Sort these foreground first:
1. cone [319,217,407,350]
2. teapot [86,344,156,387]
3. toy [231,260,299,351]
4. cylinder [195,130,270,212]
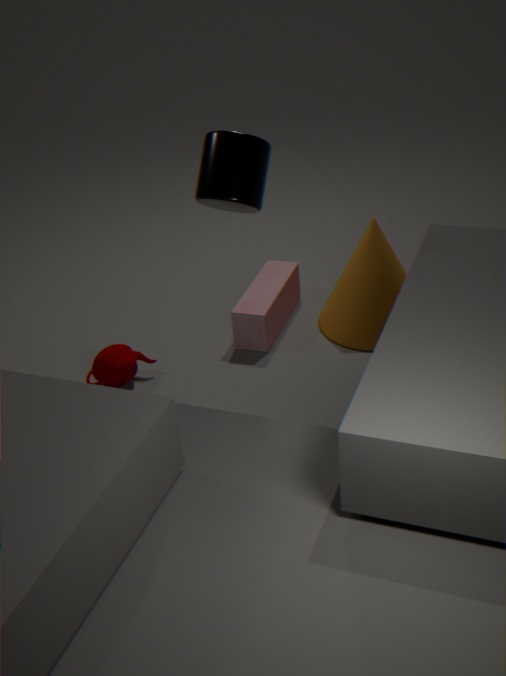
cylinder [195,130,270,212], teapot [86,344,156,387], cone [319,217,407,350], toy [231,260,299,351]
